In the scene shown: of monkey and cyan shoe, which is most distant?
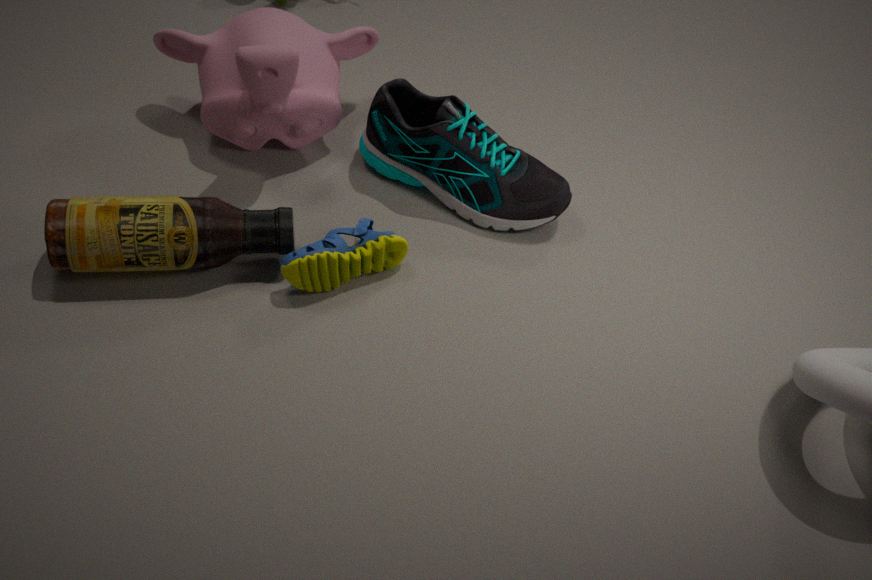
cyan shoe
